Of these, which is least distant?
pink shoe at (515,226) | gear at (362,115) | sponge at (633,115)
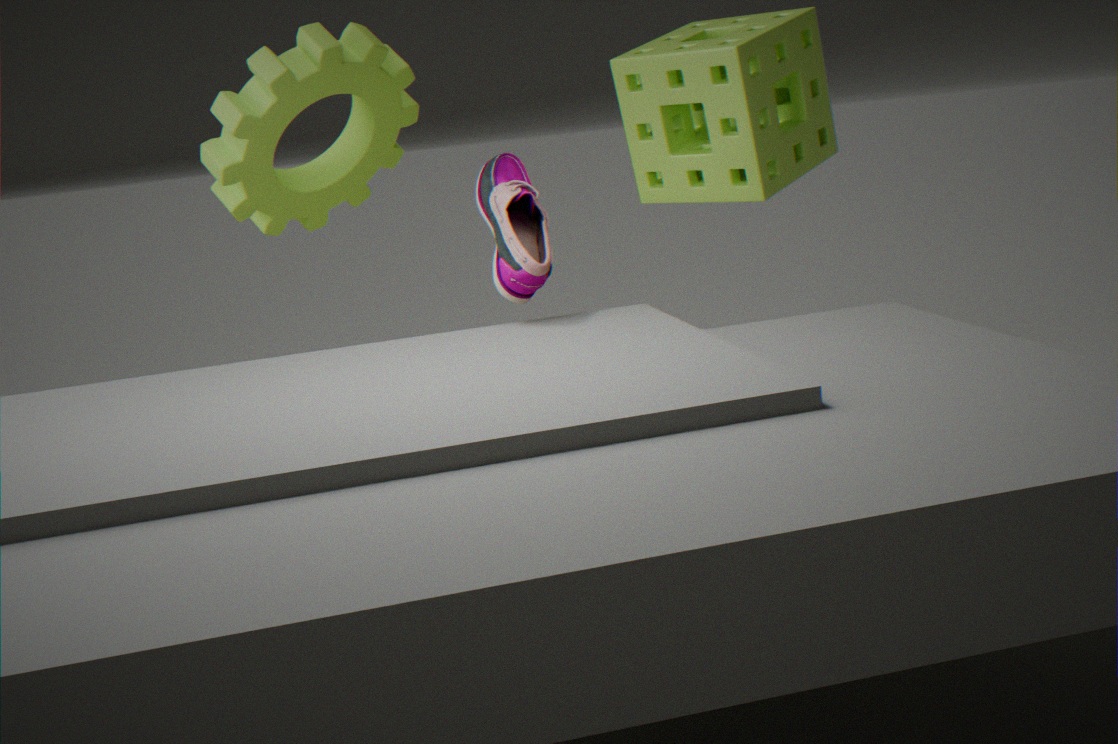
pink shoe at (515,226)
